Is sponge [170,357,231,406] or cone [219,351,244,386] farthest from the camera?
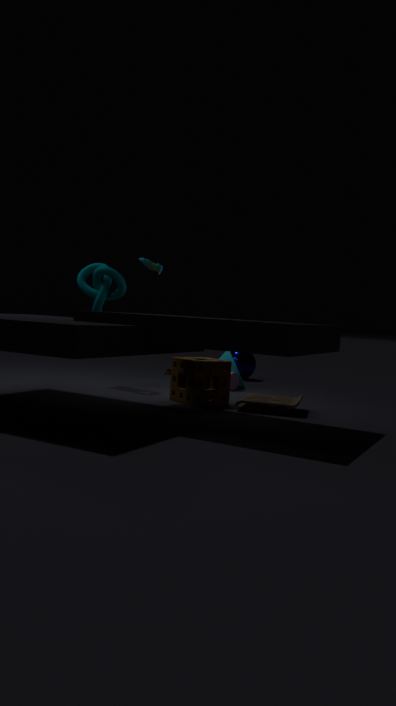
cone [219,351,244,386]
